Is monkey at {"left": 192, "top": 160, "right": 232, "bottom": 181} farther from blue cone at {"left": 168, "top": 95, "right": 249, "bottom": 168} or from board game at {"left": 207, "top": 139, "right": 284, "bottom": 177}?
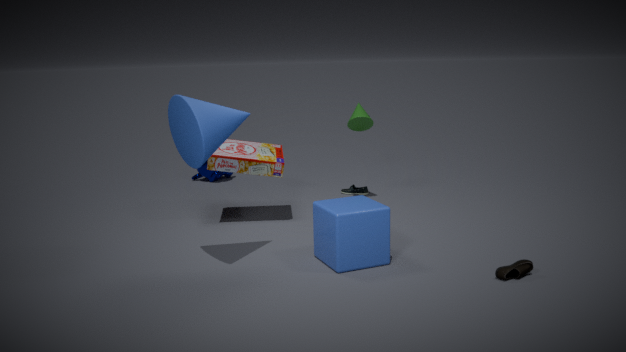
blue cone at {"left": 168, "top": 95, "right": 249, "bottom": 168}
